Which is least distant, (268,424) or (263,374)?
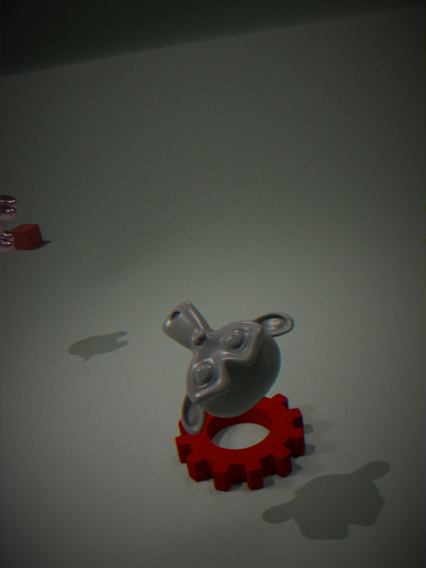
(263,374)
